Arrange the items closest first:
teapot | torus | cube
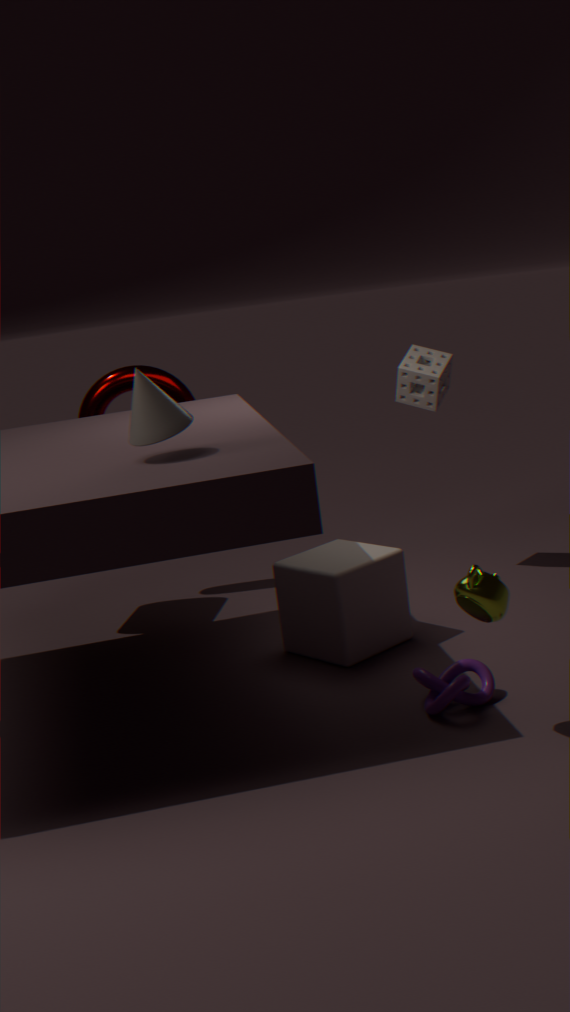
teapot, cube, torus
